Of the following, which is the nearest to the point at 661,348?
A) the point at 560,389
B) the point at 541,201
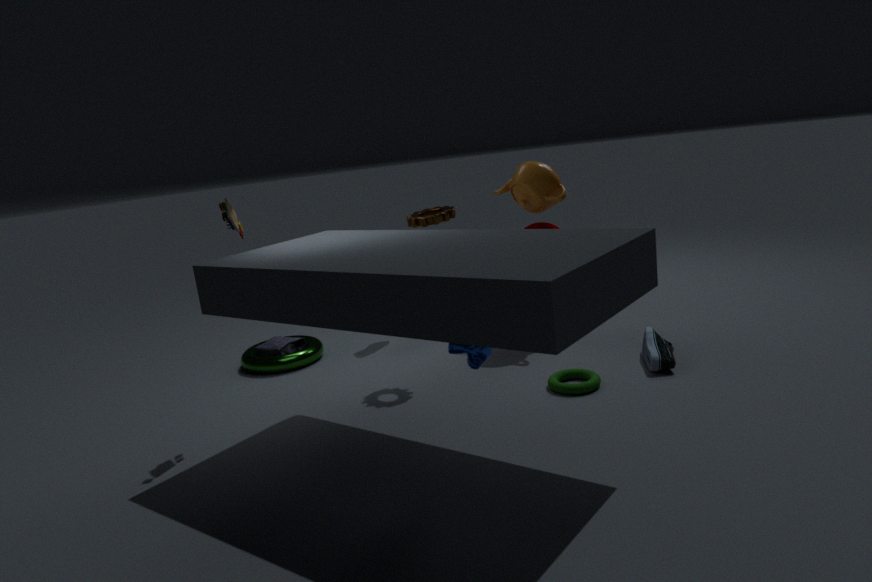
the point at 560,389
